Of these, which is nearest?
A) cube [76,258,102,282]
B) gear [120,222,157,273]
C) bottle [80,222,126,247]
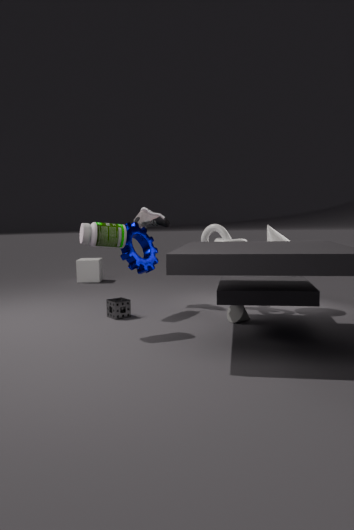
bottle [80,222,126,247]
